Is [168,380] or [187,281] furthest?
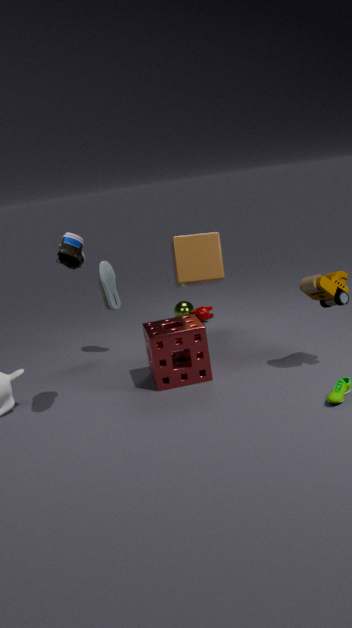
[187,281]
